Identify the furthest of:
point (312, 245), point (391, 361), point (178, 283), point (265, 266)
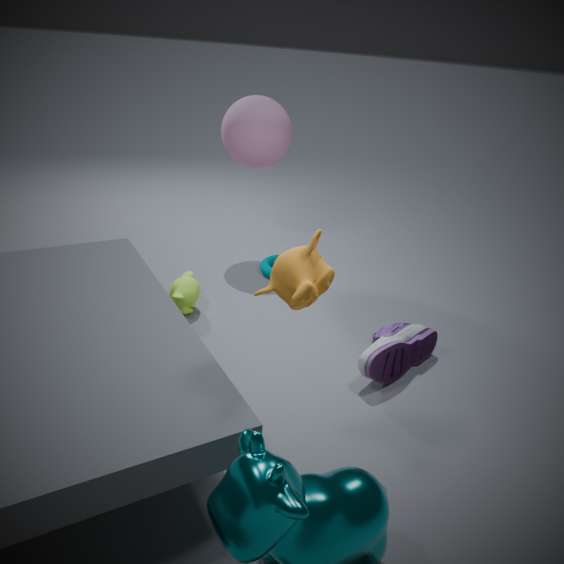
point (265, 266)
